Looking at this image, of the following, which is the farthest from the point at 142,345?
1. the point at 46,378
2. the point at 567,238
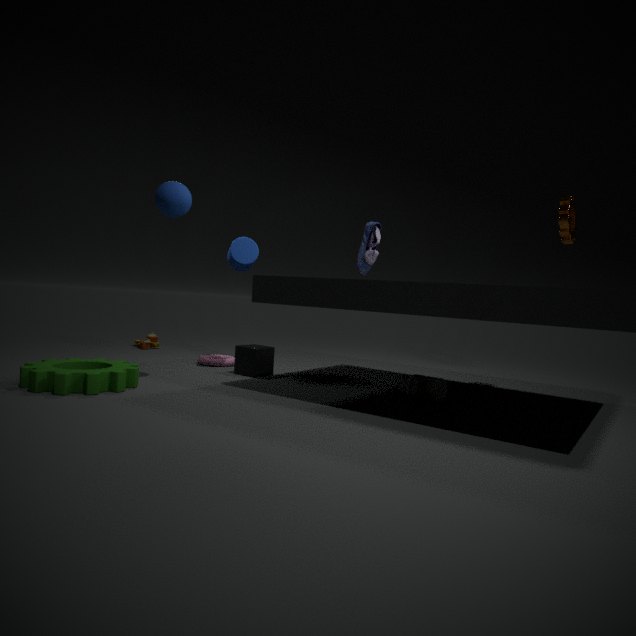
the point at 567,238
